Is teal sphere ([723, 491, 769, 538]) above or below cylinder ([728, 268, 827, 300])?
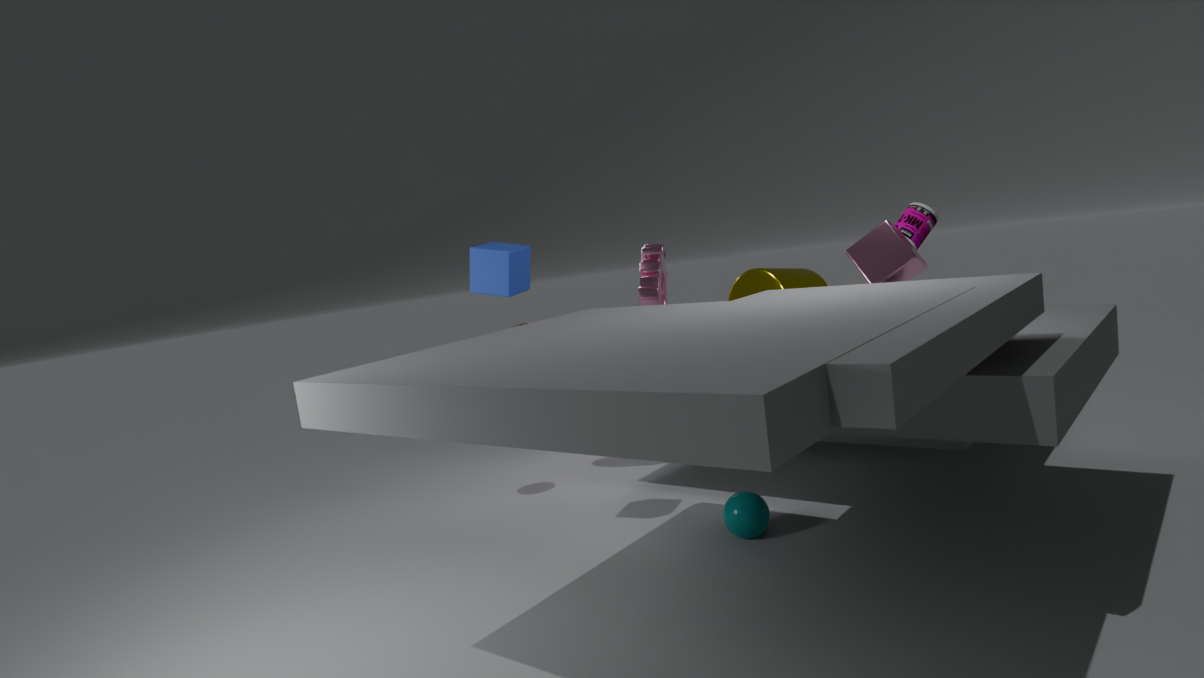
below
